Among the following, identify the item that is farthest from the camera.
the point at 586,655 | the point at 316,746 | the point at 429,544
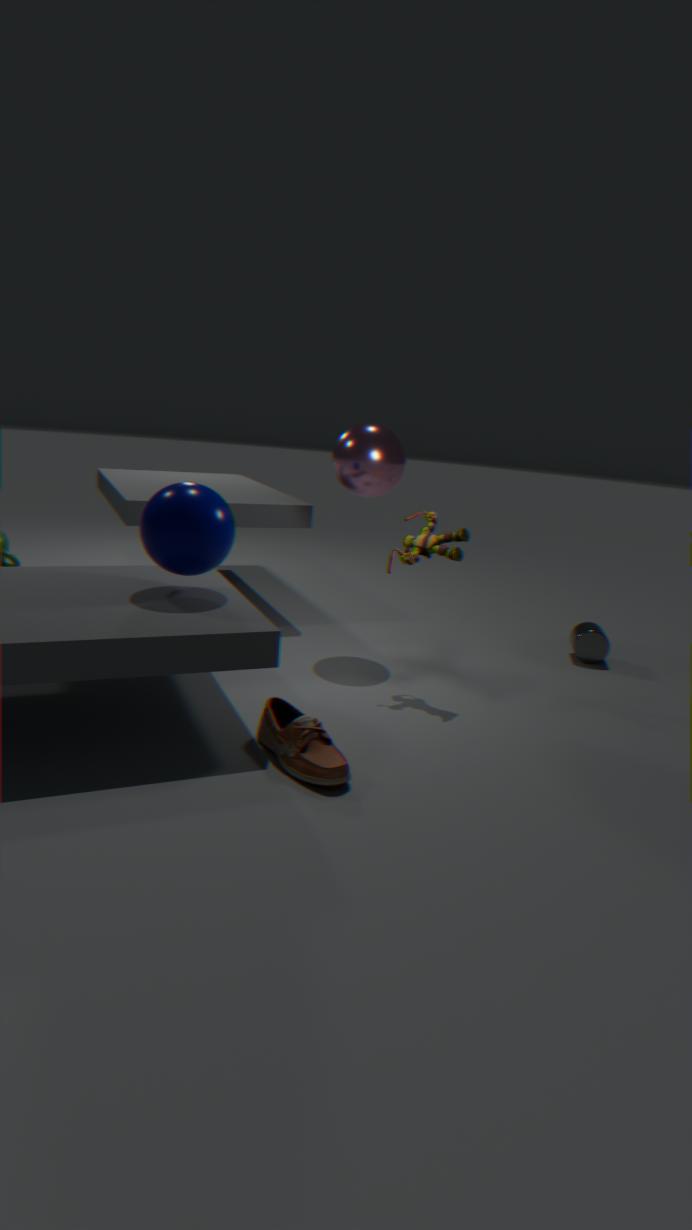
the point at 586,655
